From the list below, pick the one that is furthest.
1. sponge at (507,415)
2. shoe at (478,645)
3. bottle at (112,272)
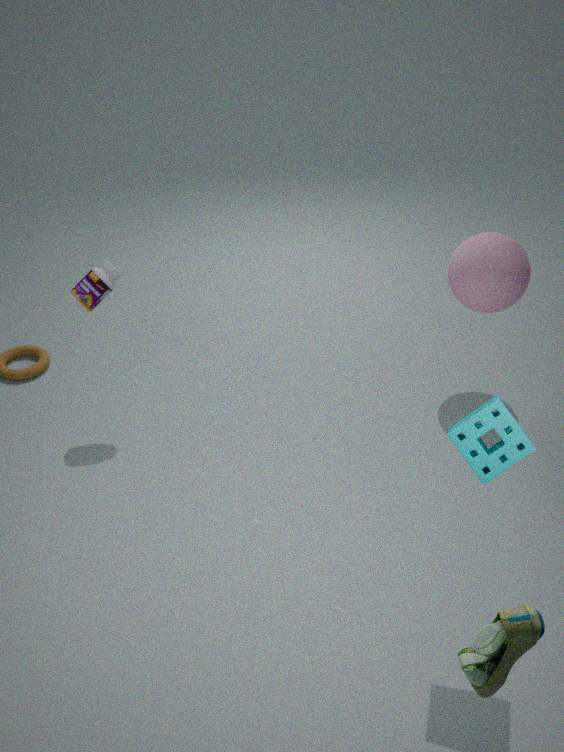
bottle at (112,272)
